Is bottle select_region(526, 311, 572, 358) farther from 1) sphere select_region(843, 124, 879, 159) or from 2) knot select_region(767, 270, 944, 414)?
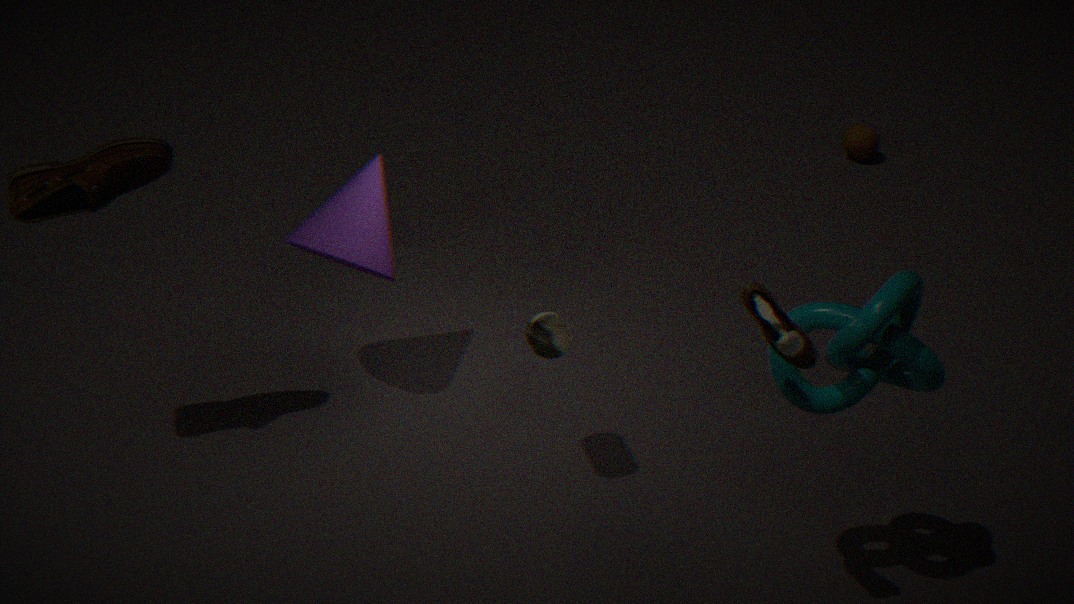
1) sphere select_region(843, 124, 879, 159)
